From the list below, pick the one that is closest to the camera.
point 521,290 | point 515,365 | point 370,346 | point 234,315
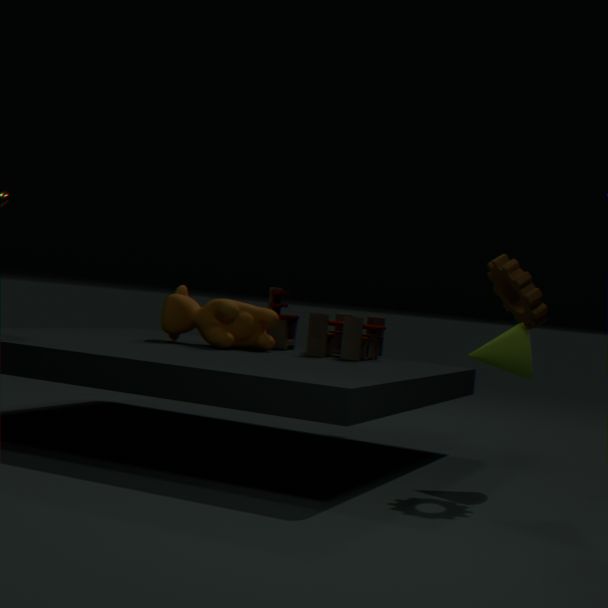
point 521,290
